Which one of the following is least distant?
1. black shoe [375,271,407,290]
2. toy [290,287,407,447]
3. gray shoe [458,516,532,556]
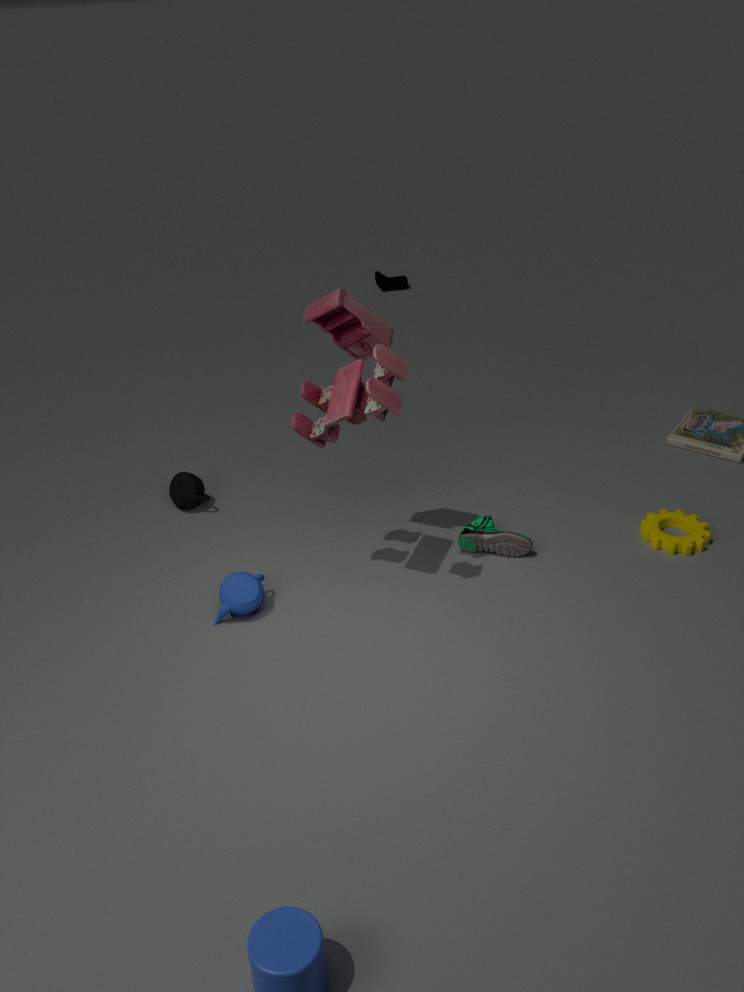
toy [290,287,407,447]
